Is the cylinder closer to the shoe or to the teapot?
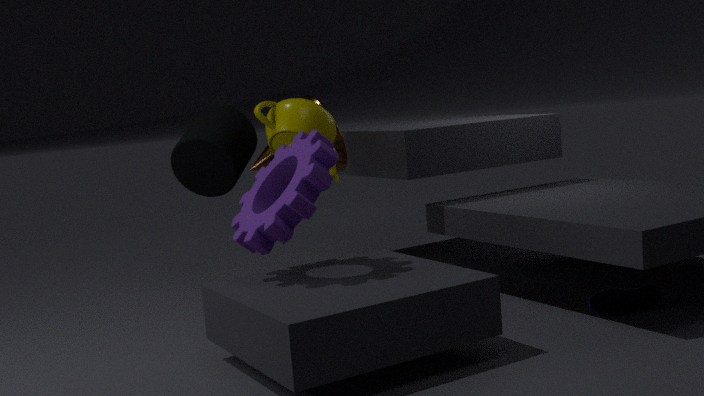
the teapot
